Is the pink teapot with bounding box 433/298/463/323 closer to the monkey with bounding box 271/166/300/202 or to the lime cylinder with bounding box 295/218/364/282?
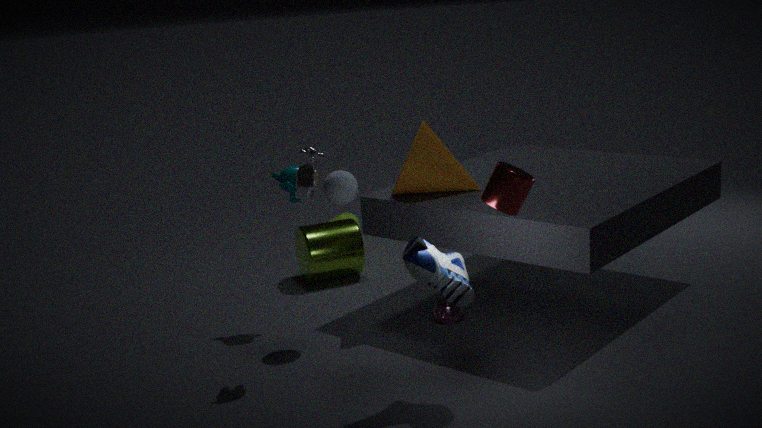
the lime cylinder with bounding box 295/218/364/282
